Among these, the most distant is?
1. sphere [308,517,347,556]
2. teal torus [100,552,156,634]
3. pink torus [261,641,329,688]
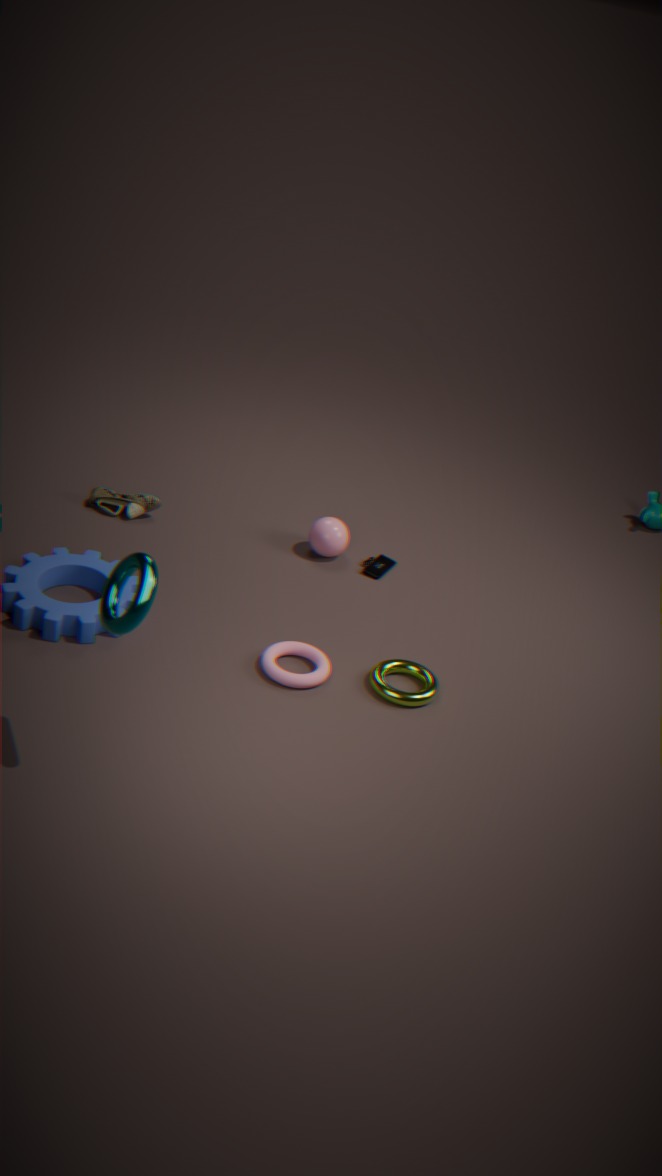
sphere [308,517,347,556]
